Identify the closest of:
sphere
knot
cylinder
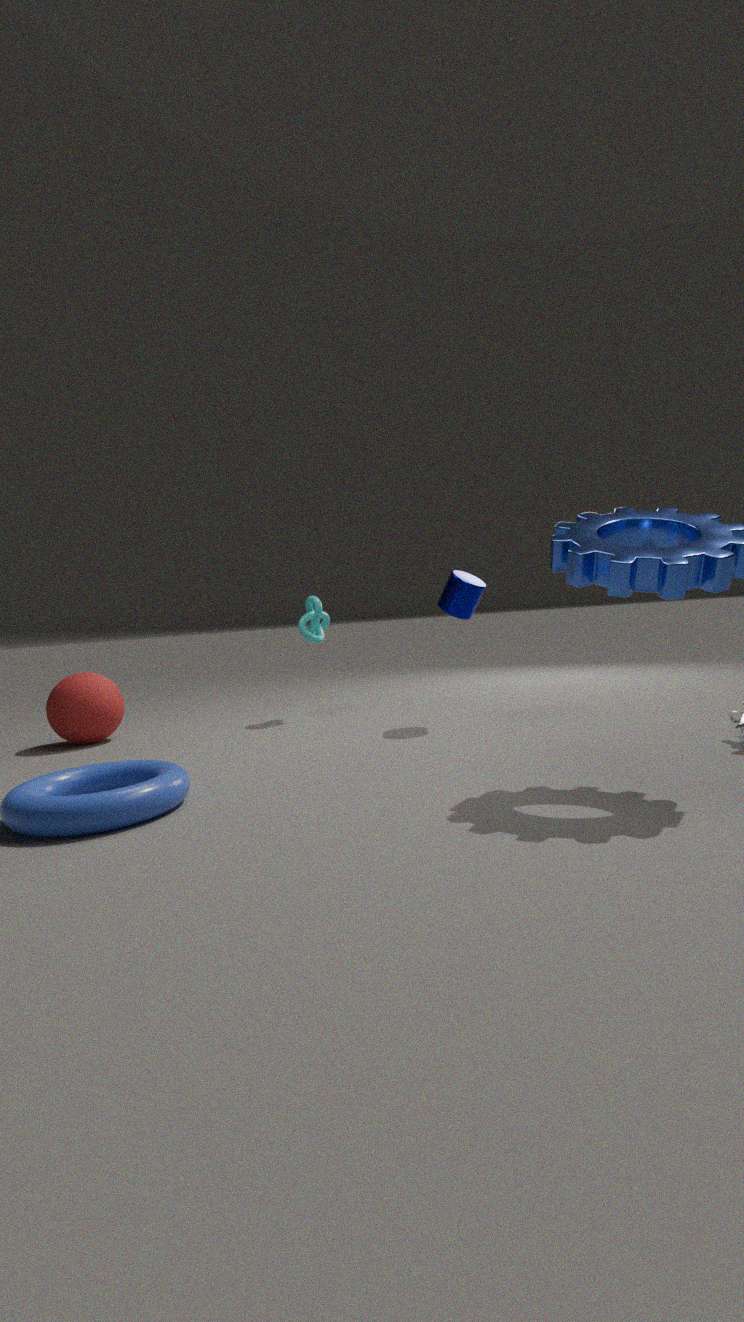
cylinder
